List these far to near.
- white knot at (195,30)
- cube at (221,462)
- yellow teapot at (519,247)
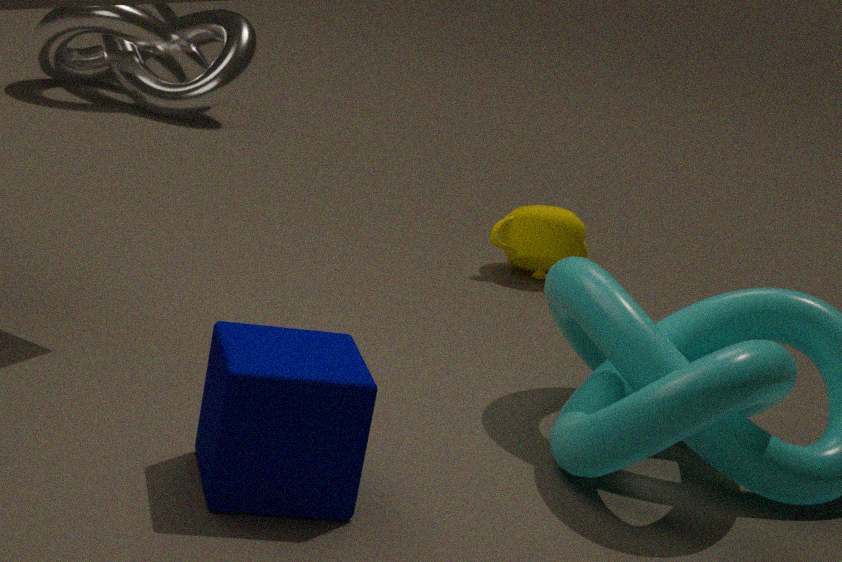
white knot at (195,30)
yellow teapot at (519,247)
cube at (221,462)
